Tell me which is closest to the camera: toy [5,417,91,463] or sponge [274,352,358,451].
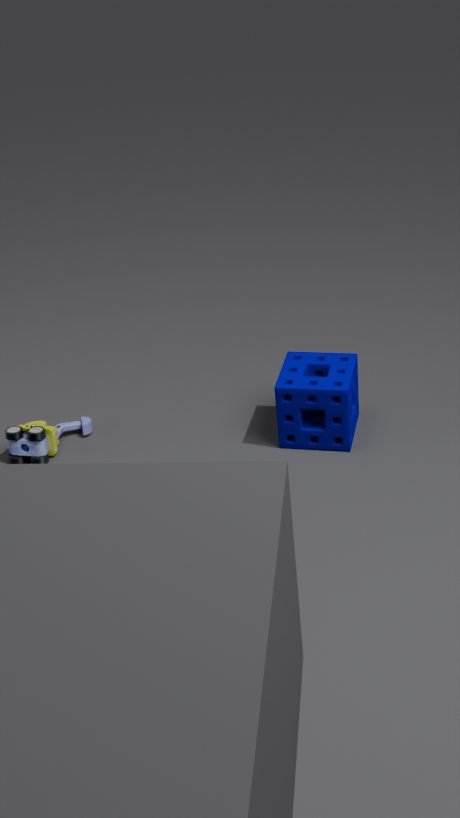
sponge [274,352,358,451]
